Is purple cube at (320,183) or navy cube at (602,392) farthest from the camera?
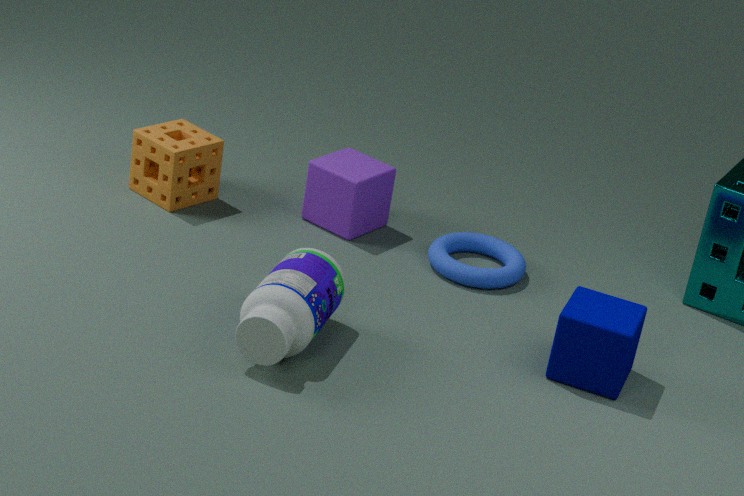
purple cube at (320,183)
